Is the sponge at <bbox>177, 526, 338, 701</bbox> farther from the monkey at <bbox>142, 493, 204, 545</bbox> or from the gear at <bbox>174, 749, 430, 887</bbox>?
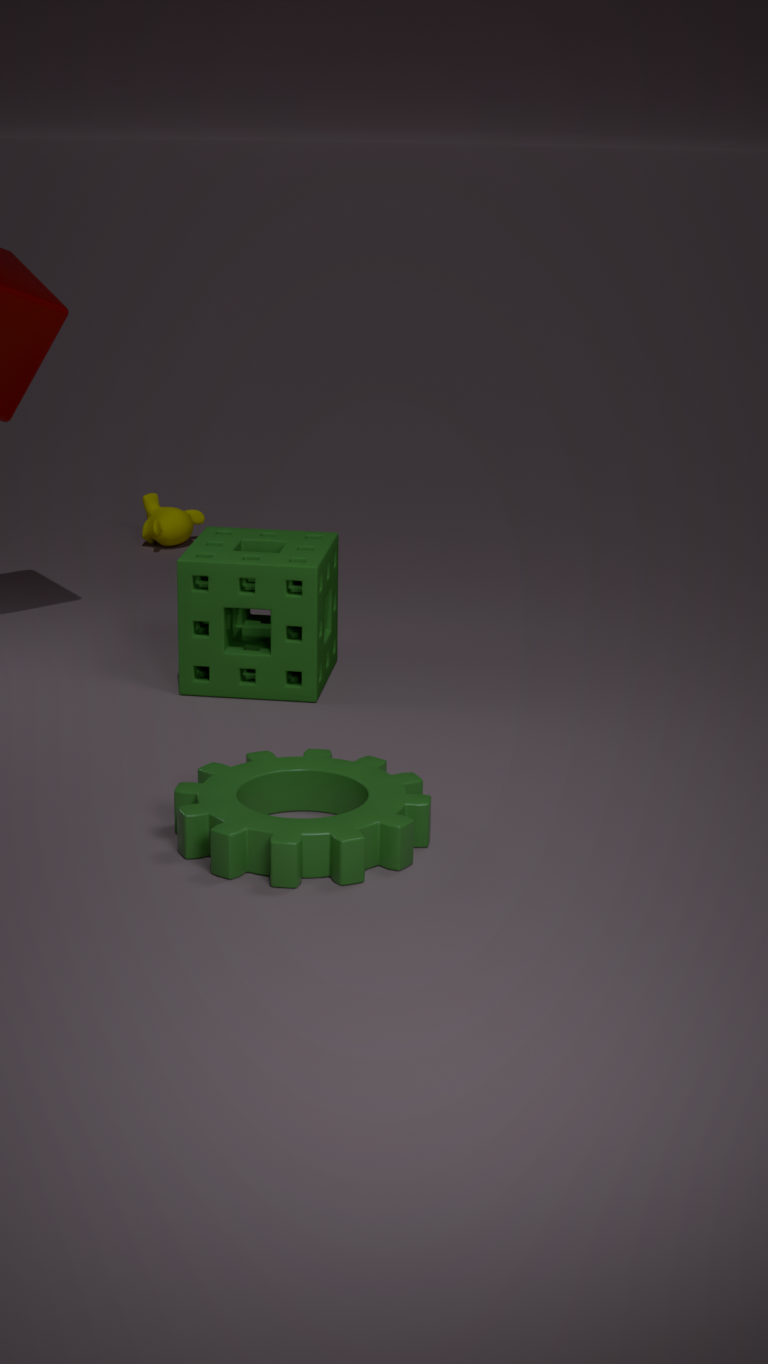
the monkey at <bbox>142, 493, 204, 545</bbox>
